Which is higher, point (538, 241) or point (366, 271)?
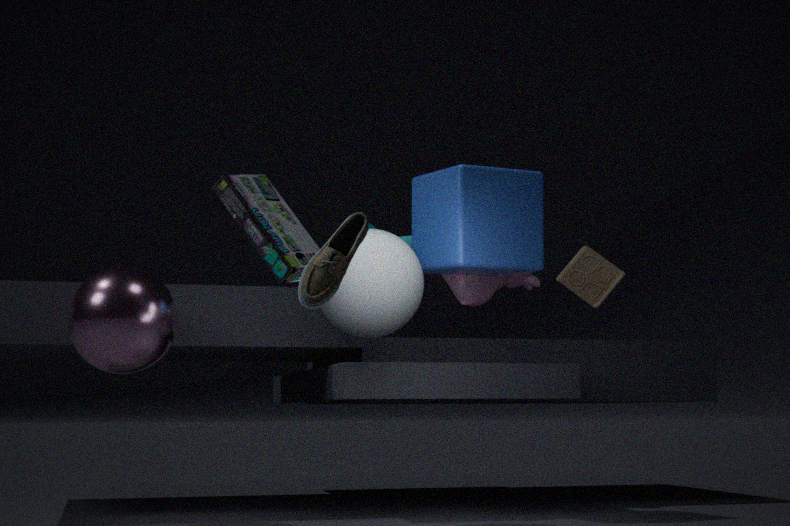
point (538, 241)
